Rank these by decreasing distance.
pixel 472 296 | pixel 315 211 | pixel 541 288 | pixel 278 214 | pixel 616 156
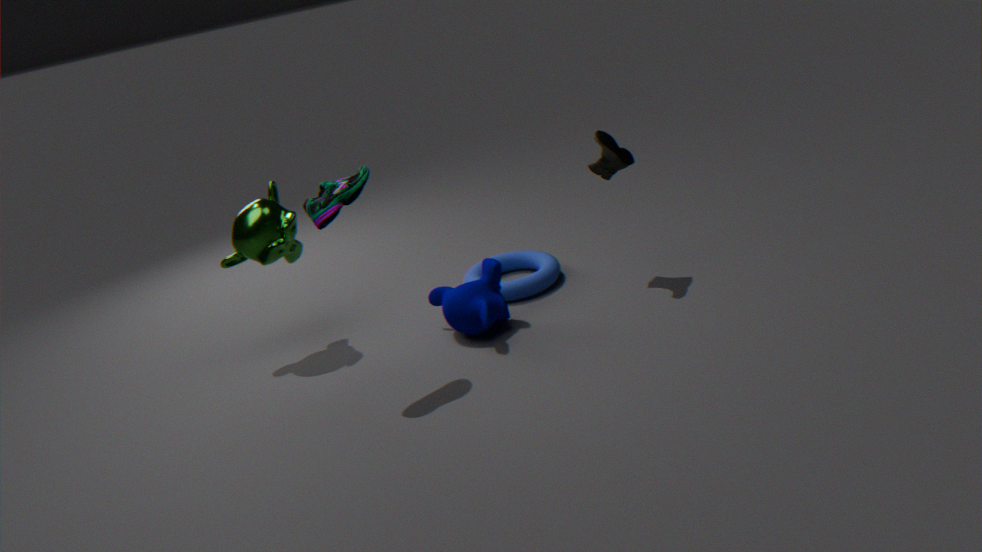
pixel 541 288 → pixel 616 156 → pixel 278 214 → pixel 472 296 → pixel 315 211
